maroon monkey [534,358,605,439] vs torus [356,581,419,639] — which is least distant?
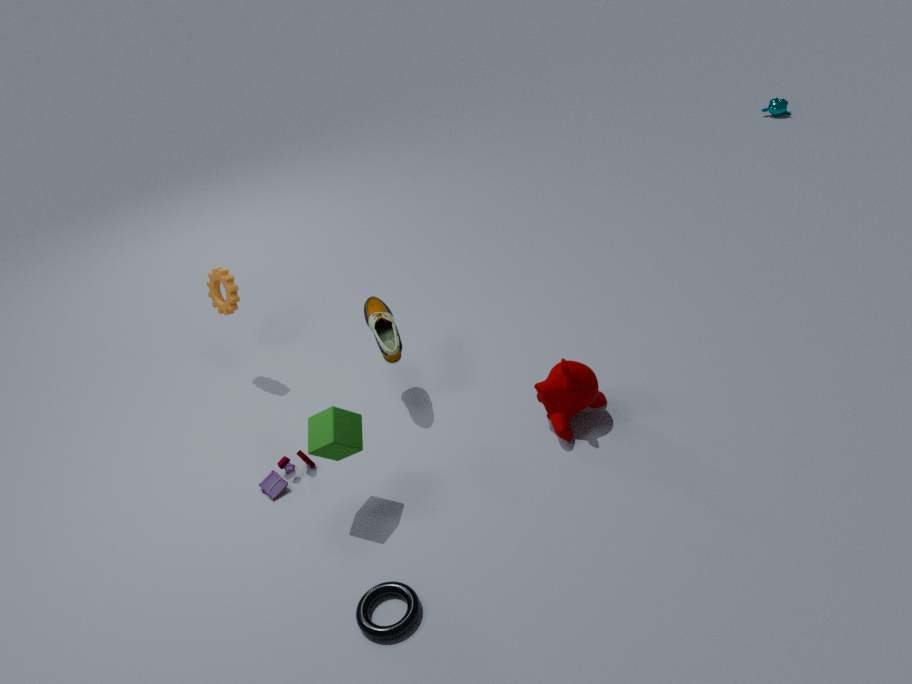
torus [356,581,419,639]
